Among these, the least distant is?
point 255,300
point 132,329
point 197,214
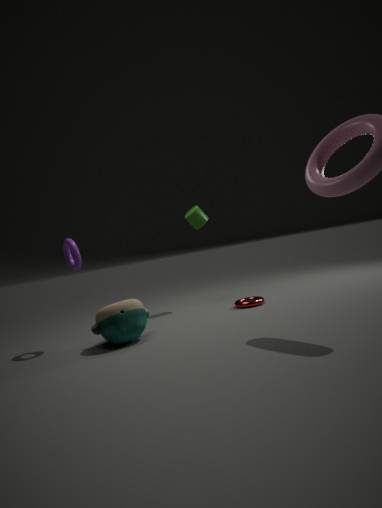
point 132,329
